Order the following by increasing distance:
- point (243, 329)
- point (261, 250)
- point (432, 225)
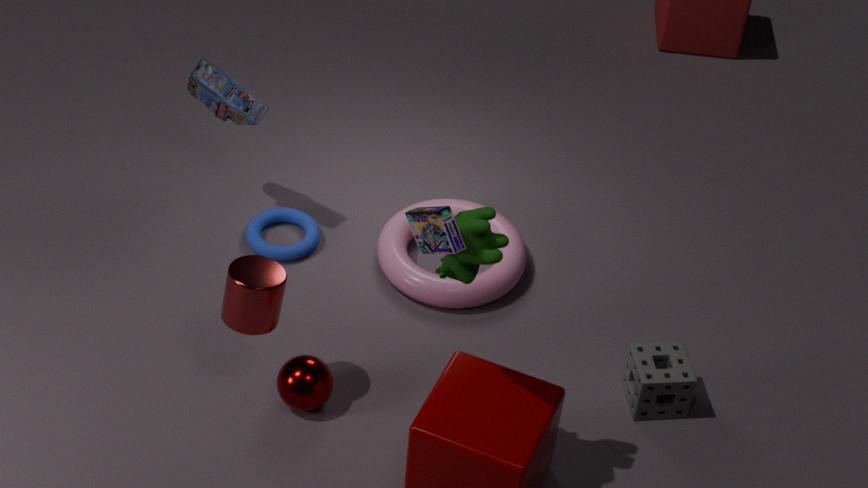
1. point (432, 225)
2. point (243, 329)
3. point (261, 250)
